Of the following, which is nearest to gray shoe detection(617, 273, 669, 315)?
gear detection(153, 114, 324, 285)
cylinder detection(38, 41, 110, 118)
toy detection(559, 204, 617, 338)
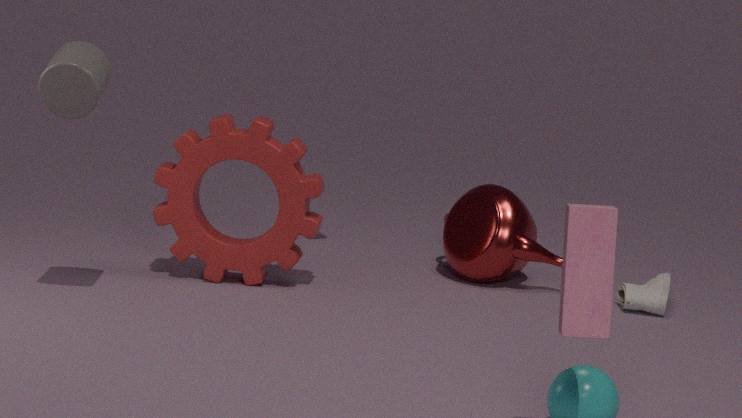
gear detection(153, 114, 324, 285)
